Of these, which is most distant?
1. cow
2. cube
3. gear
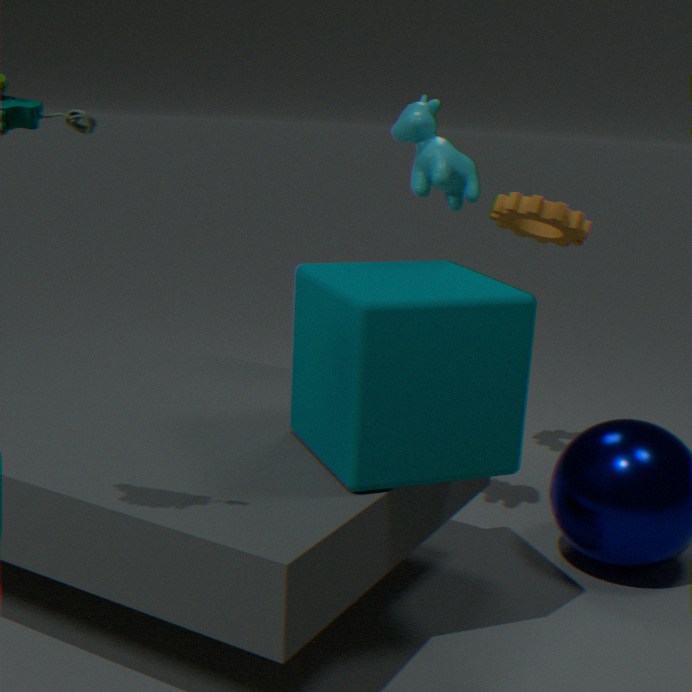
gear
